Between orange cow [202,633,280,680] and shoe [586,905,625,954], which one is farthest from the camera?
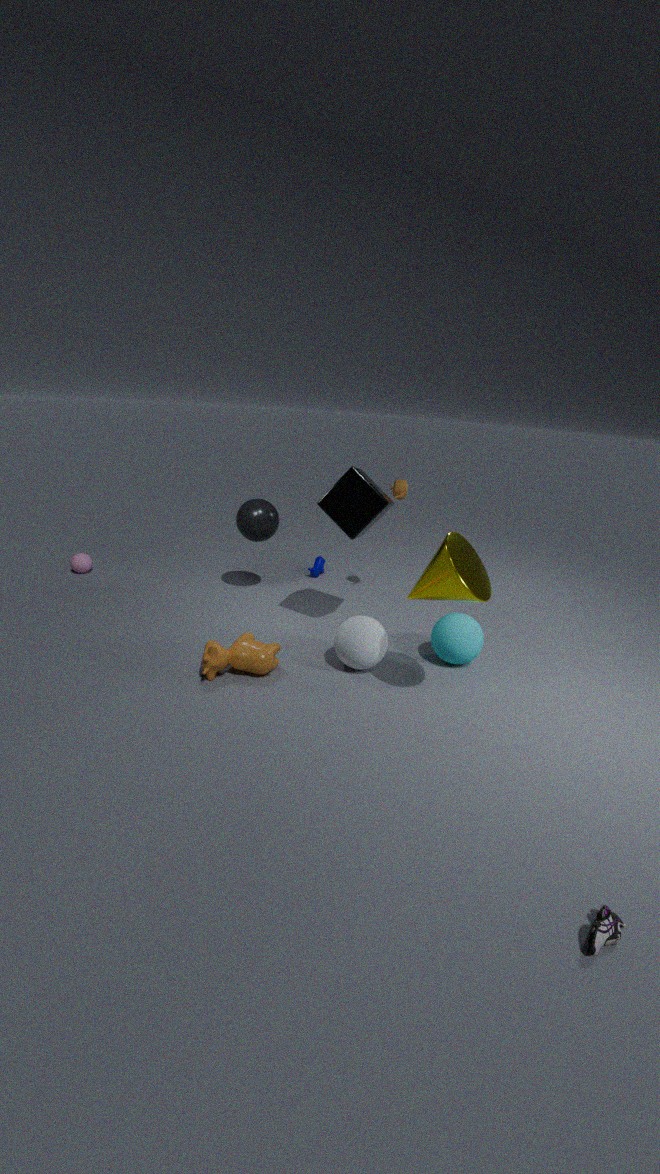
orange cow [202,633,280,680]
